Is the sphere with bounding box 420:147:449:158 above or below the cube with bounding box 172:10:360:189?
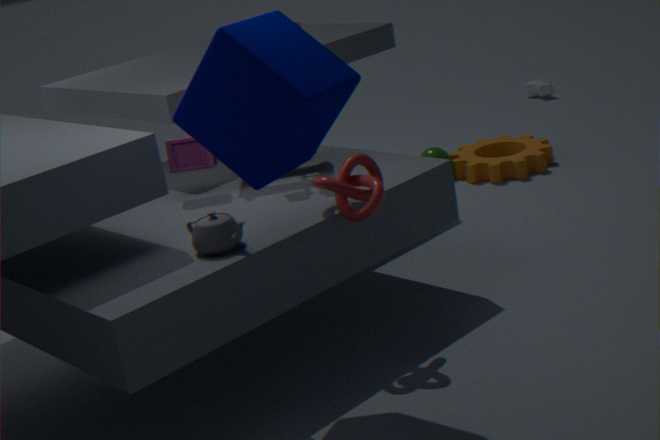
below
